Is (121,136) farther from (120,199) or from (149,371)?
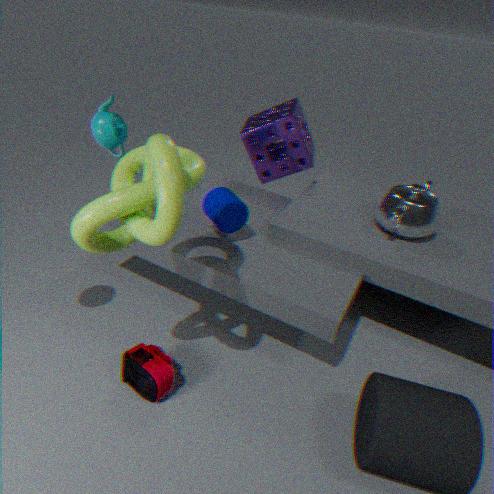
(149,371)
